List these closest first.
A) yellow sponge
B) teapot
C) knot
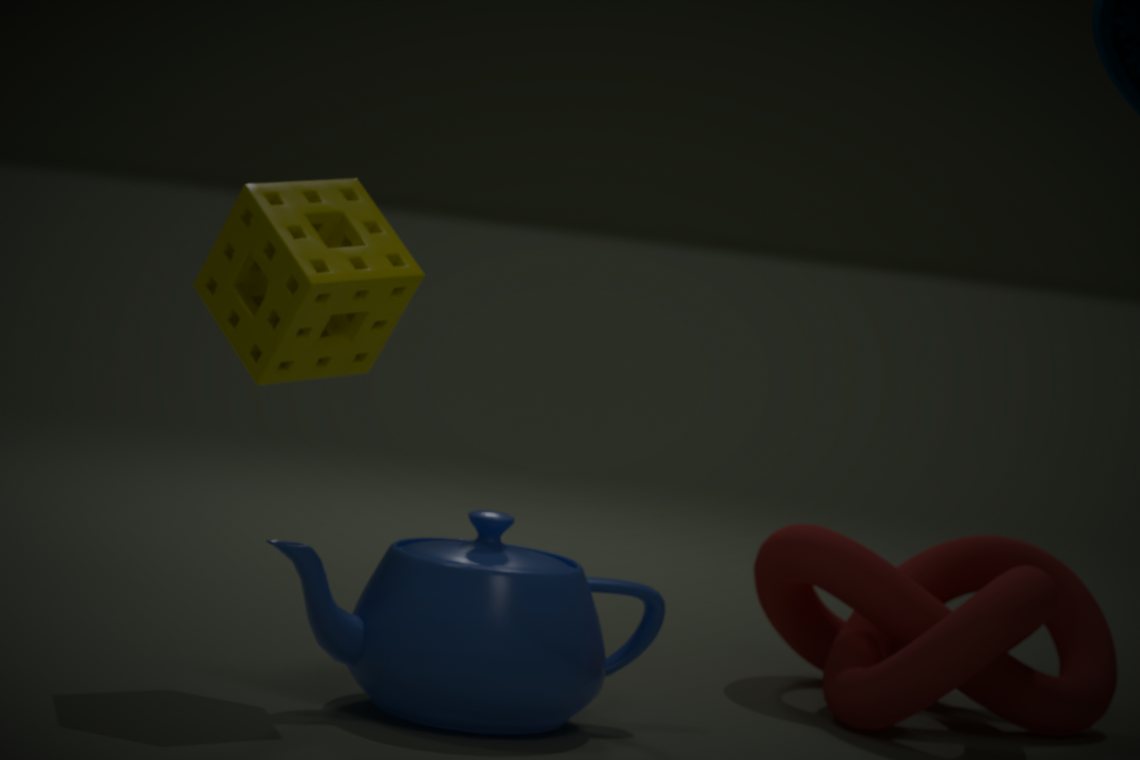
teapot, yellow sponge, knot
